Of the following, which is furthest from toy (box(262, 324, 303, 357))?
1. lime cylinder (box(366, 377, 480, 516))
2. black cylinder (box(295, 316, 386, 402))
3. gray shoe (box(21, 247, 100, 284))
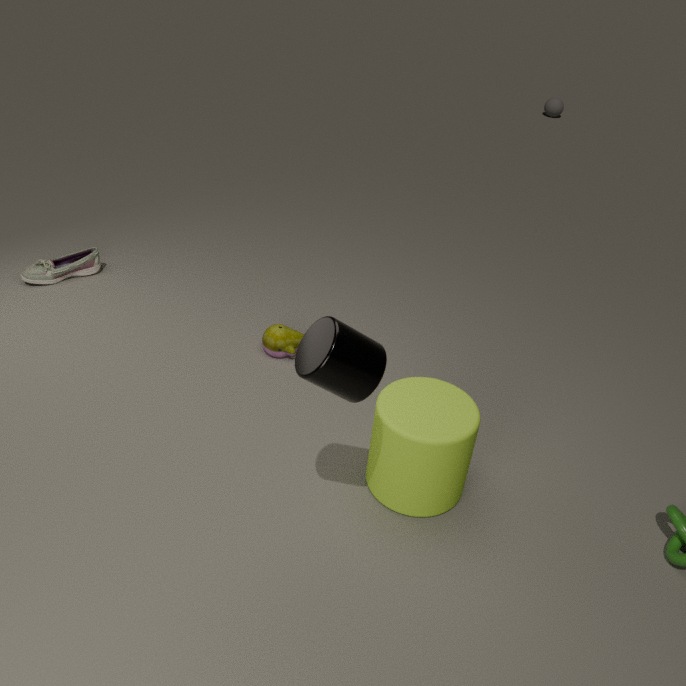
black cylinder (box(295, 316, 386, 402))
